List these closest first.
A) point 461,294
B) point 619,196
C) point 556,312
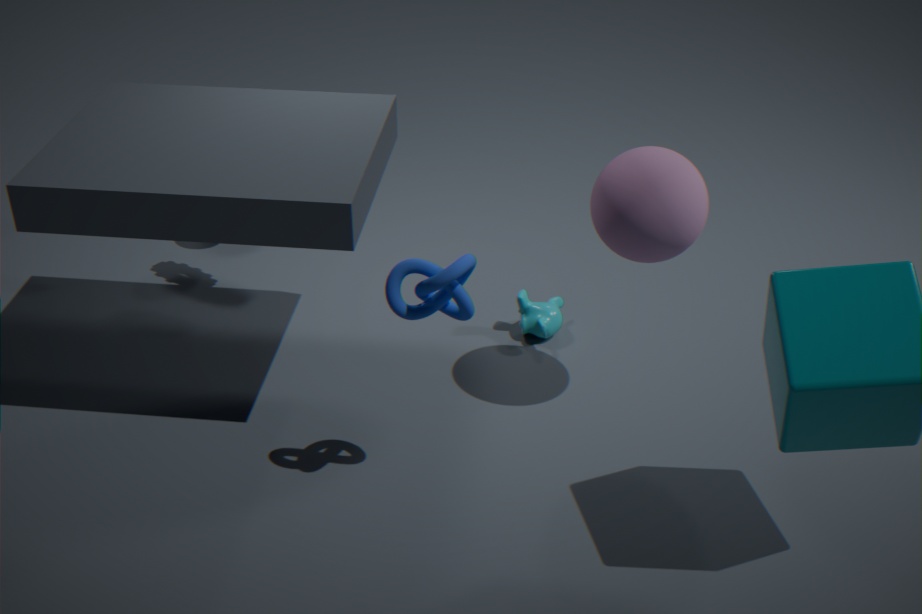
point 461,294 < point 619,196 < point 556,312
